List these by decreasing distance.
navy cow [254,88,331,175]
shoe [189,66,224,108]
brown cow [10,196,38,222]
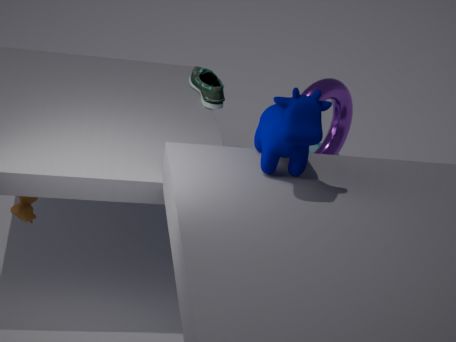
shoe [189,66,224,108] < brown cow [10,196,38,222] < navy cow [254,88,331,175]
